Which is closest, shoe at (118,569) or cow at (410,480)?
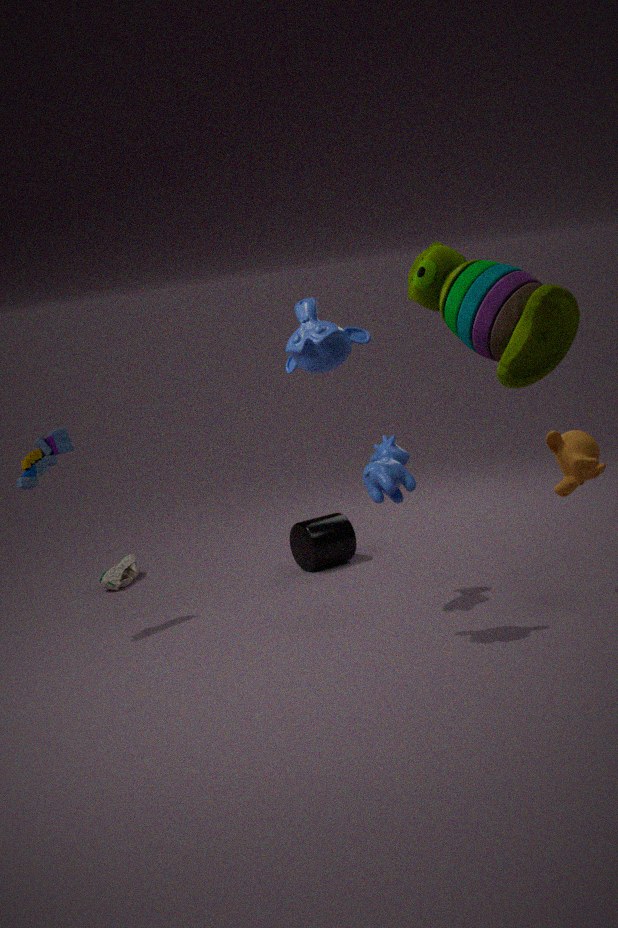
cow at (410,480)
